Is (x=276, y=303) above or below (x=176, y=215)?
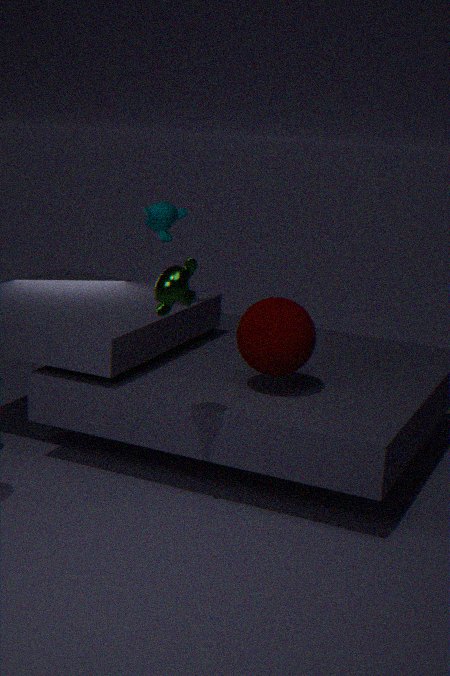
below
